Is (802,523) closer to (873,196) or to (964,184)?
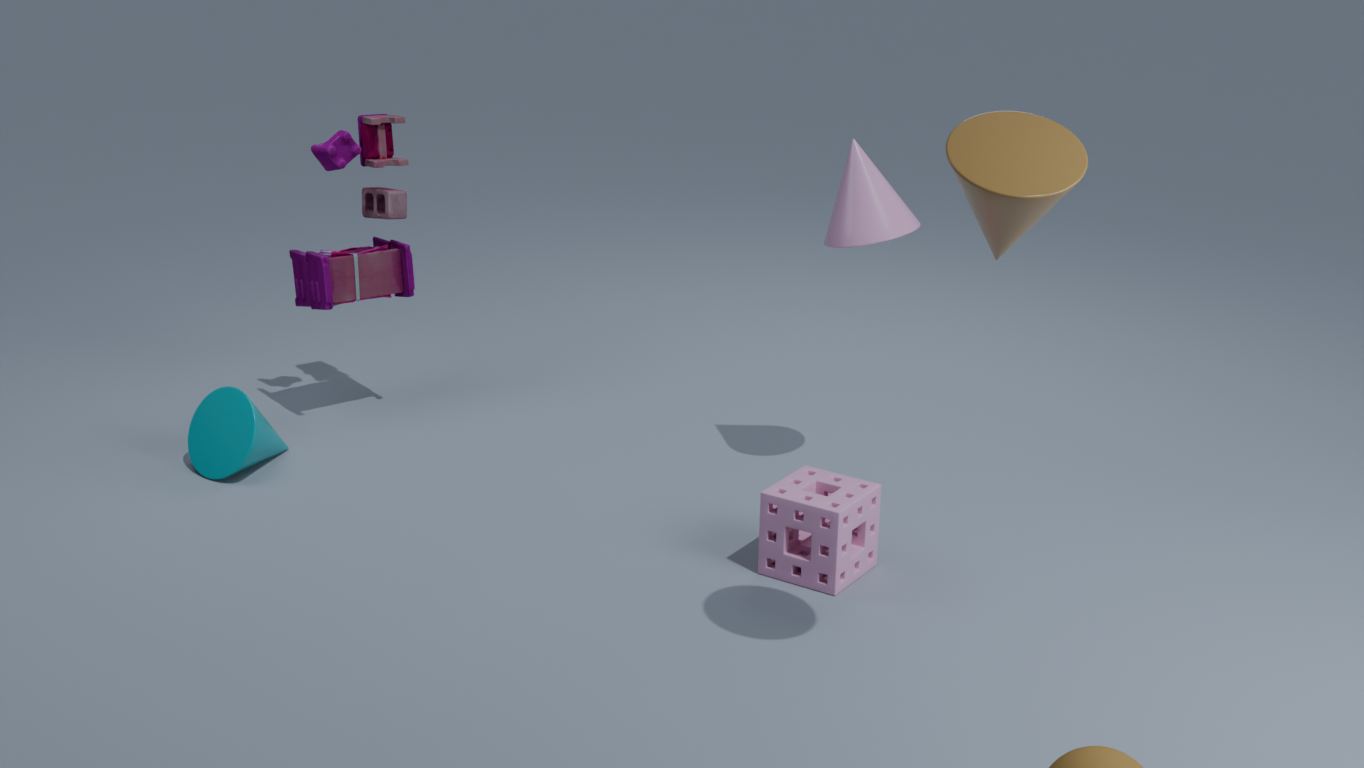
(873,196)
